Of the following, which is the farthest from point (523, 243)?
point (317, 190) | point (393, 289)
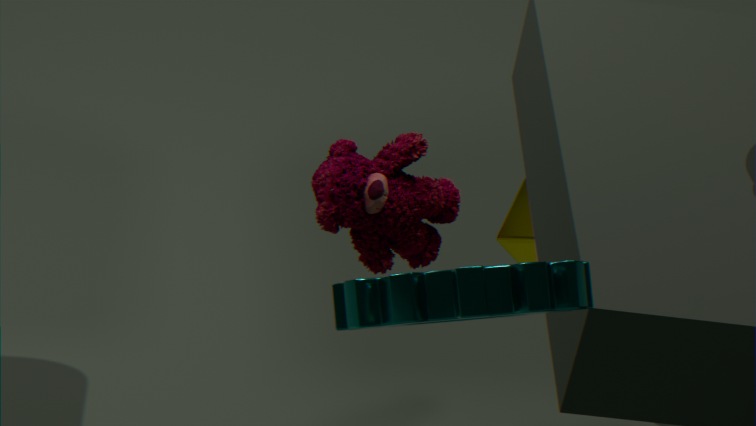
point (393, 289)
